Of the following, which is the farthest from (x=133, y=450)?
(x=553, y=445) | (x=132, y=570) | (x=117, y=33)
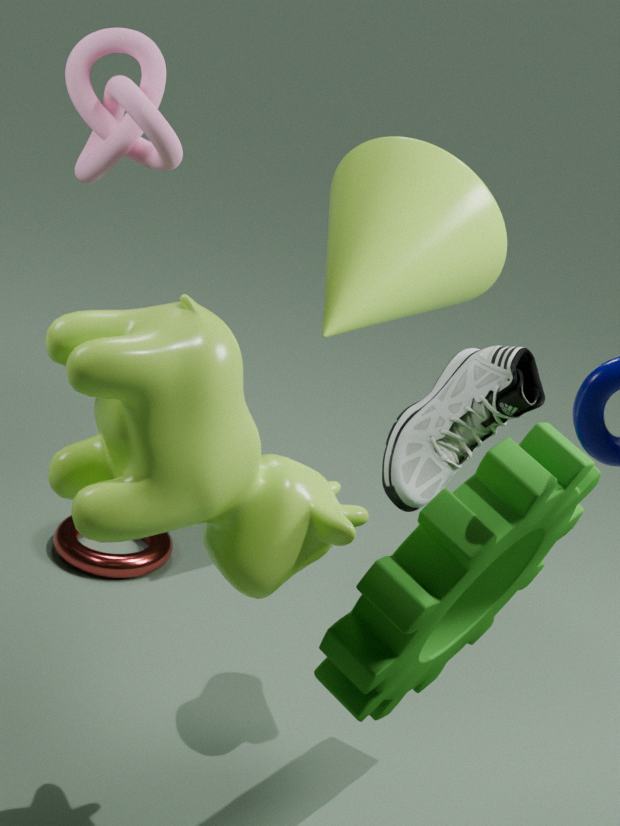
(x=132, y=570)
